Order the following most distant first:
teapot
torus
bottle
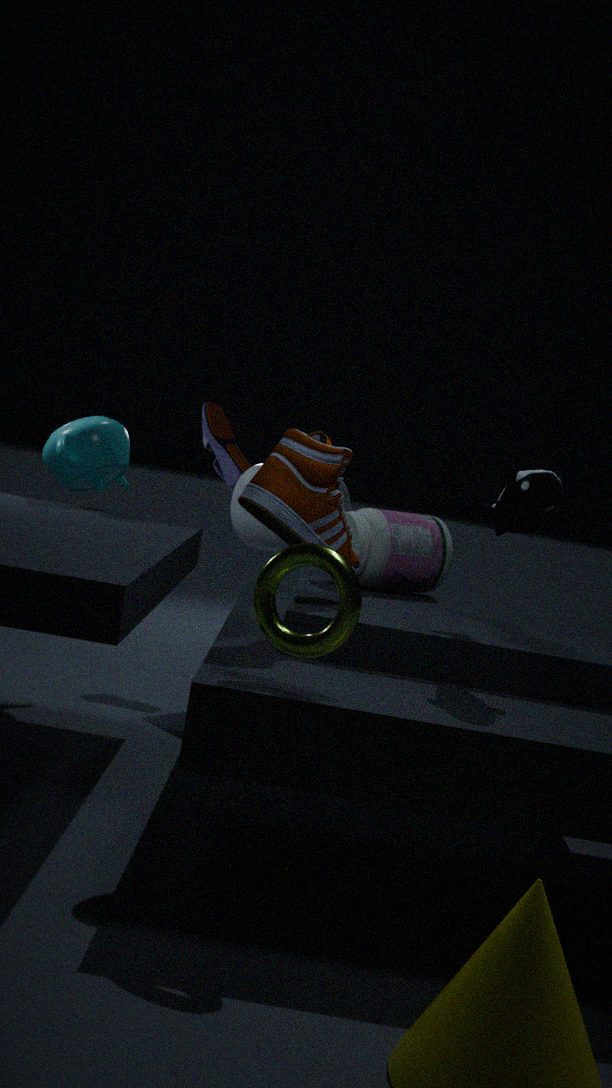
teapot, bottle, torus
